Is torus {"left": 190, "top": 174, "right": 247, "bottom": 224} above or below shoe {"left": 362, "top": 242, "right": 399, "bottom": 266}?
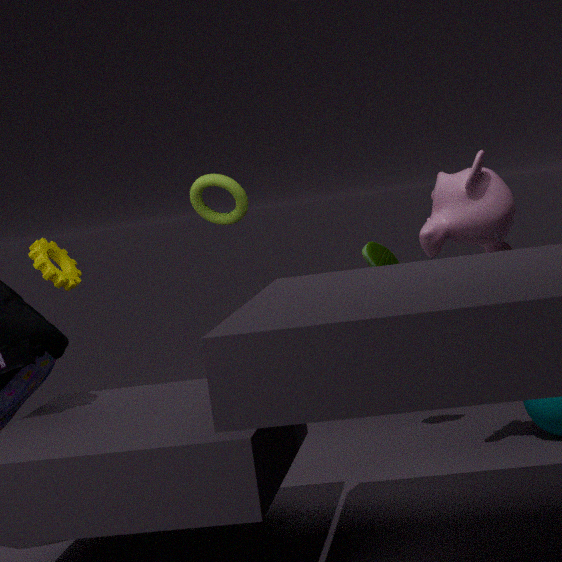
above
